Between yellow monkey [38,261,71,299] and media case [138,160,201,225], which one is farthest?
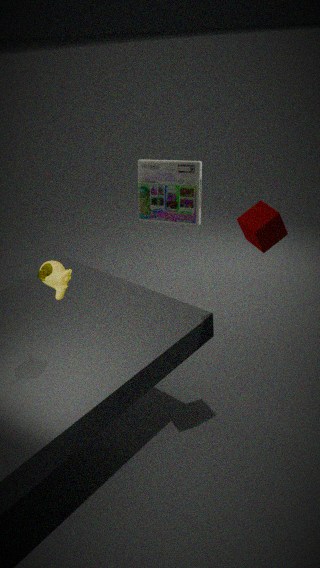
media case [138,160,201,225]
